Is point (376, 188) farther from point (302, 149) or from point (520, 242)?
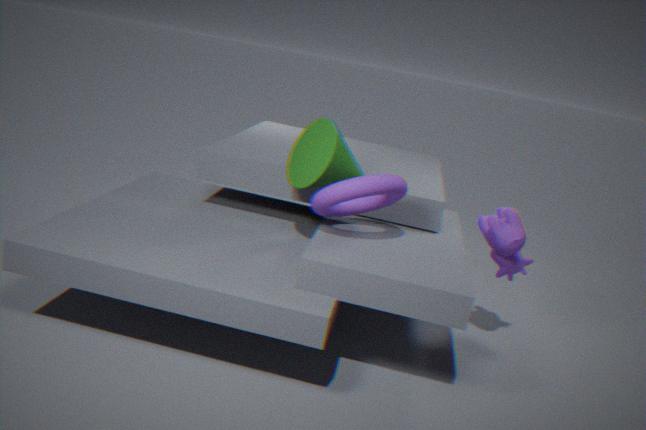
point (520, 242)
